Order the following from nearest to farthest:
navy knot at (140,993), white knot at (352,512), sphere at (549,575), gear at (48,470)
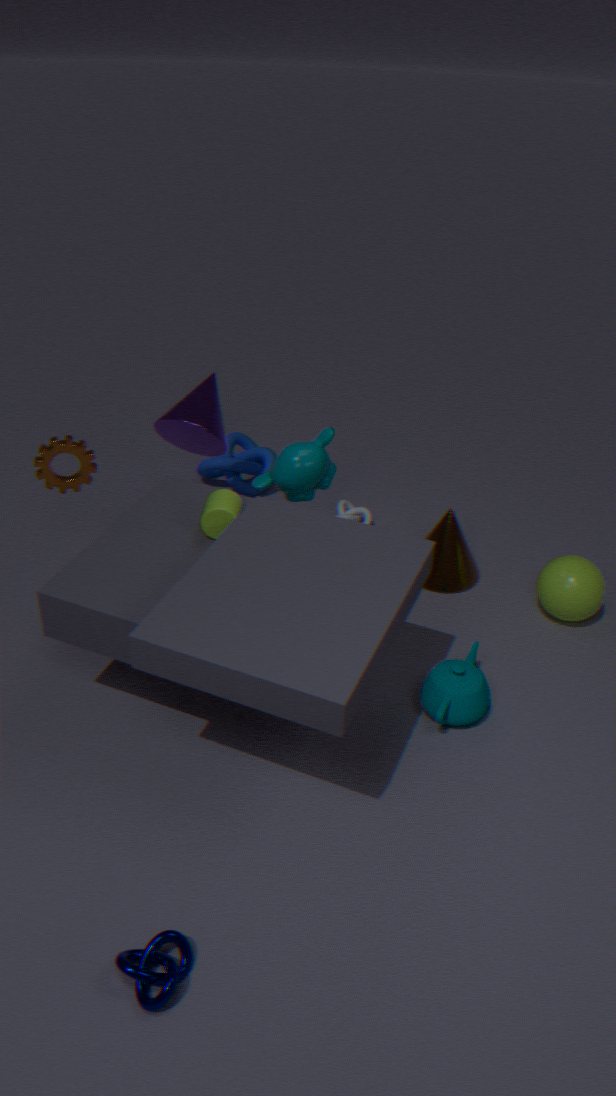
navy knot at (140,993)
gear at (48,470)
sphere at (549,575)
white knot at (352,512)
